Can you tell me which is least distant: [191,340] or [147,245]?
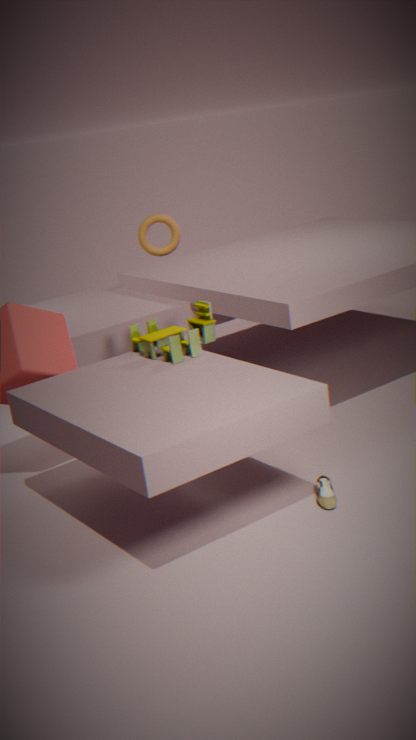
[191,340]
